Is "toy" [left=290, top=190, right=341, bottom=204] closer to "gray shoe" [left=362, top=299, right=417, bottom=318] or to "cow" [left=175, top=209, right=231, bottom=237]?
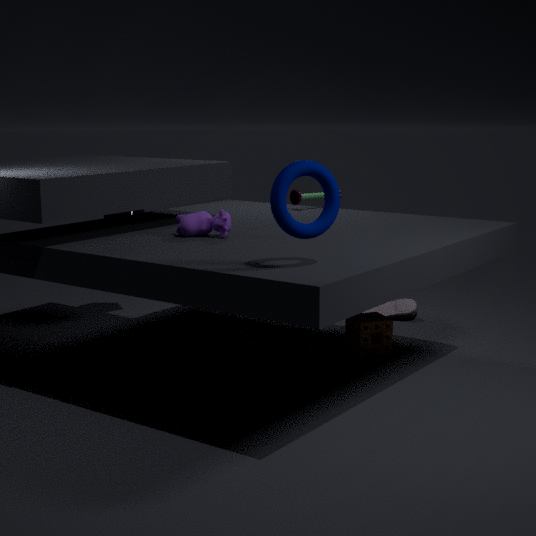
"gray shoe" [left=362, top=299, right=417, bottom=318]
